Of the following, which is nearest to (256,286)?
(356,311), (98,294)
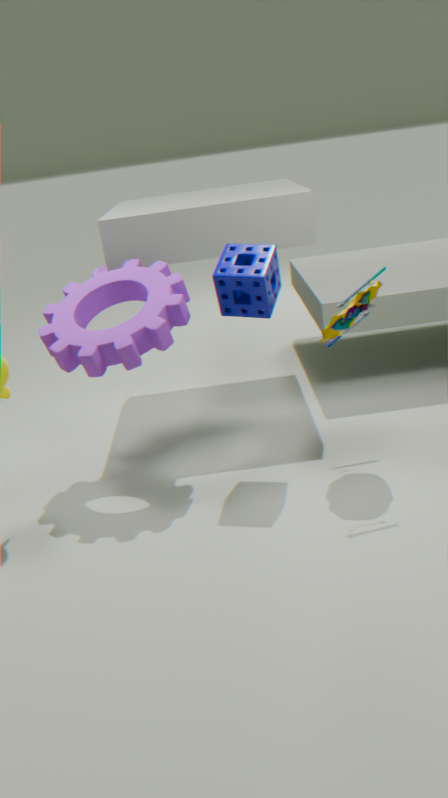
(356,311)
